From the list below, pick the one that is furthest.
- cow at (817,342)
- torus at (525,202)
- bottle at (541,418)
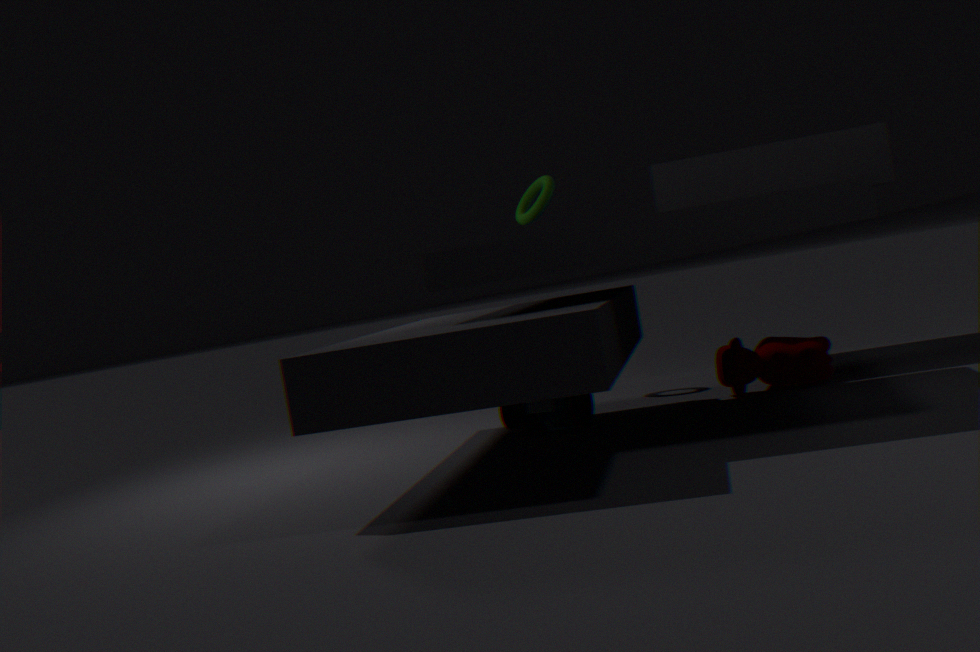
torus at (525,202)
